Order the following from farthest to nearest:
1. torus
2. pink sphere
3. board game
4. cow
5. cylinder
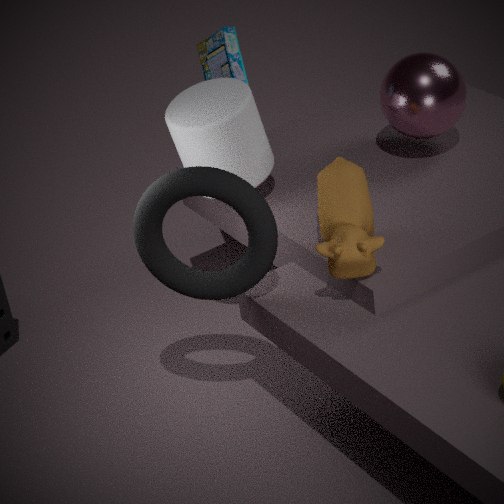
board game
pink sphere
cylinder
torus
cow
